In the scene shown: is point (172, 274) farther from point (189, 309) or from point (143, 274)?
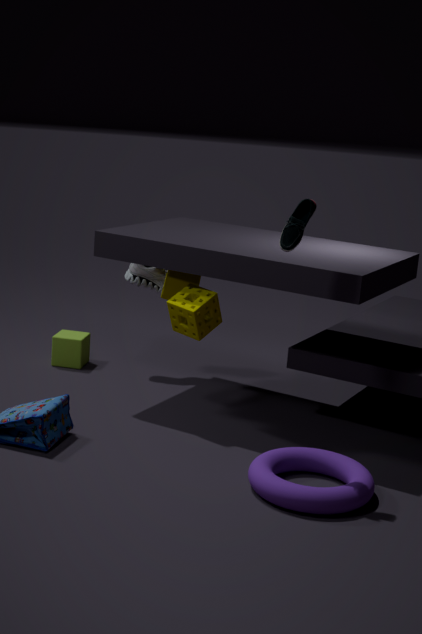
point (189, 309)
